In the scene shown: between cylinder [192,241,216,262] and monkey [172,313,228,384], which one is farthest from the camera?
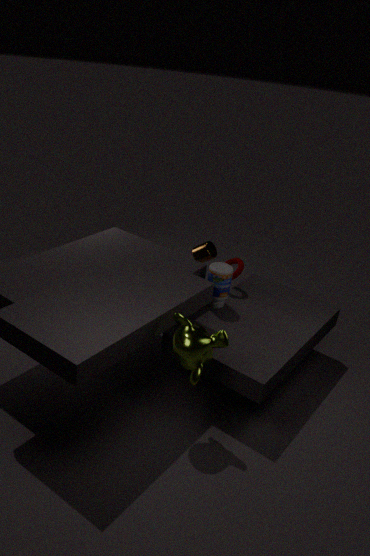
cylinder [192,241,216,262]
